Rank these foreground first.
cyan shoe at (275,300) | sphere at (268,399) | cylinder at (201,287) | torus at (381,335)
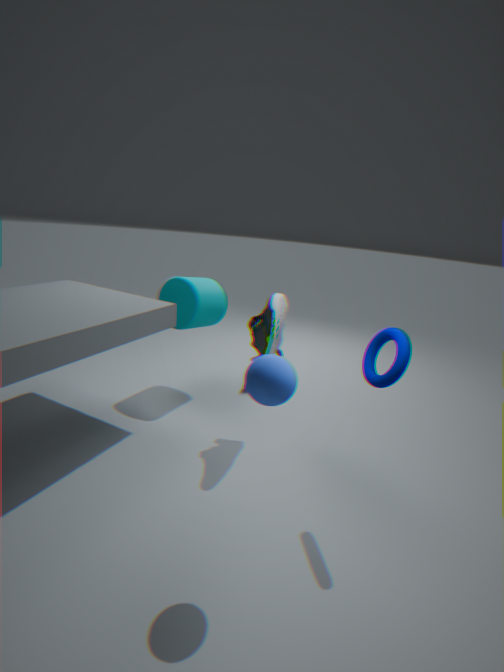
sphere at (268,399) → torus at (381,335) → cyan shoe at (275,300) → cylinder at (201,287)
